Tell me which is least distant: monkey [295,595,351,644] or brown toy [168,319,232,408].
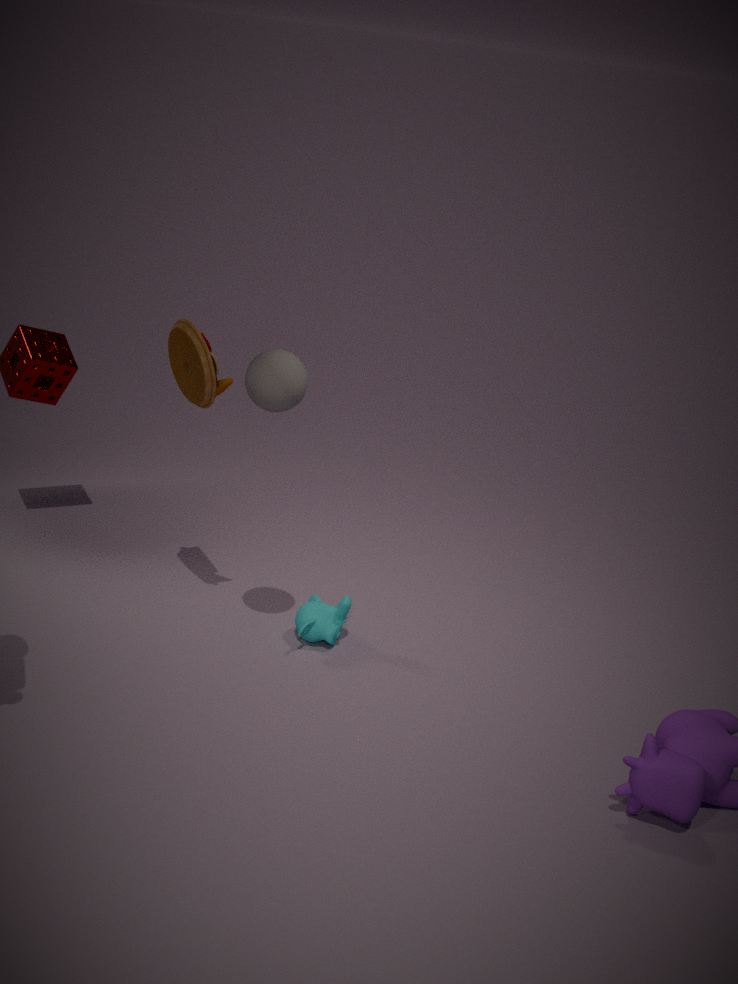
brown toy [168,319,232,408]
